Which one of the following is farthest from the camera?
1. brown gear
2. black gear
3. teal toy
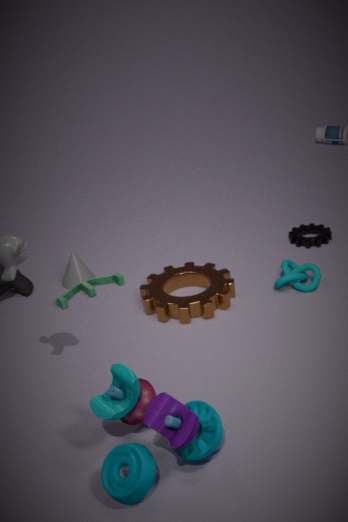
black gear
